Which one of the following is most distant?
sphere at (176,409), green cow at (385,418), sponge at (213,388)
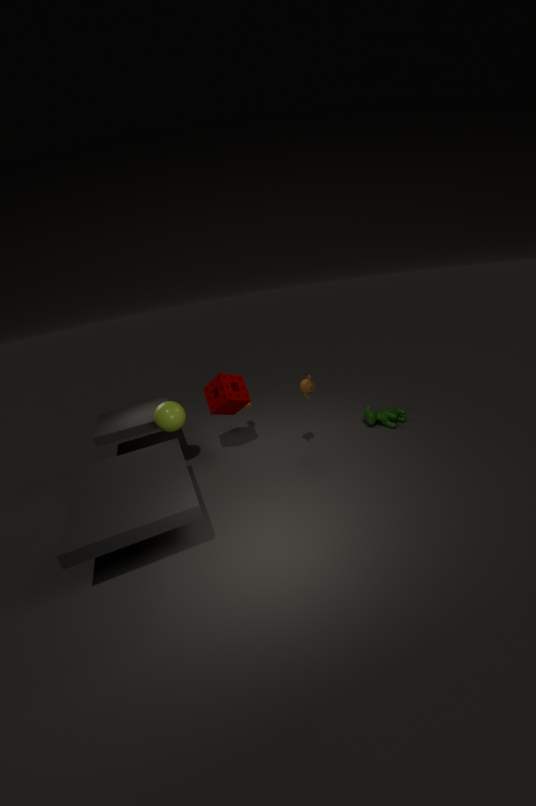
green cow at (385,418)
